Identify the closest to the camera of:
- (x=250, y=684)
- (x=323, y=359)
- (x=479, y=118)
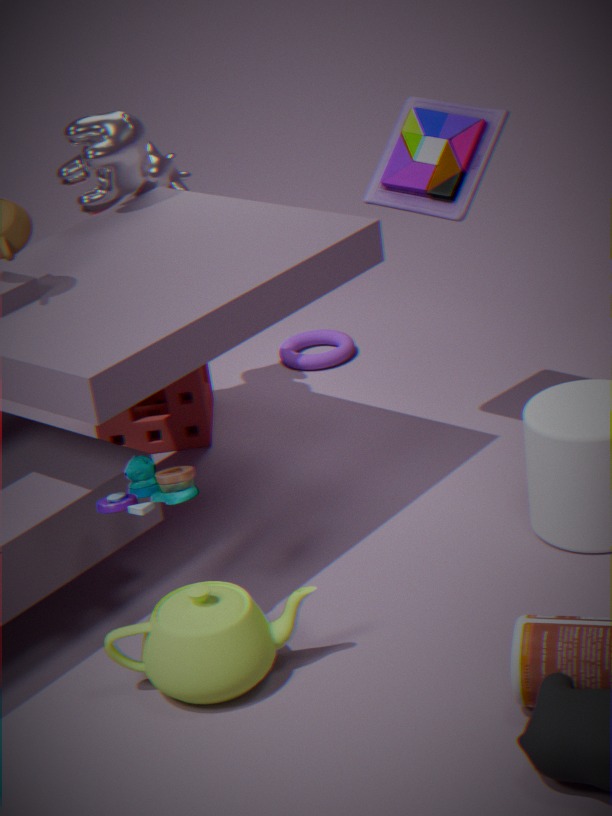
(x=250, y=684)
